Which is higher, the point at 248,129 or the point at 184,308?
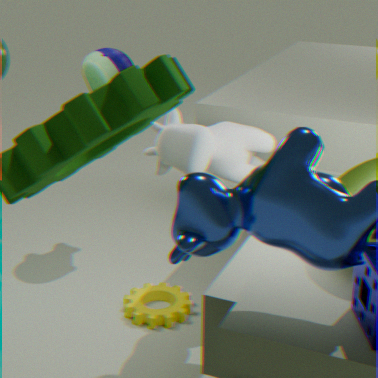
the point at 248,129
